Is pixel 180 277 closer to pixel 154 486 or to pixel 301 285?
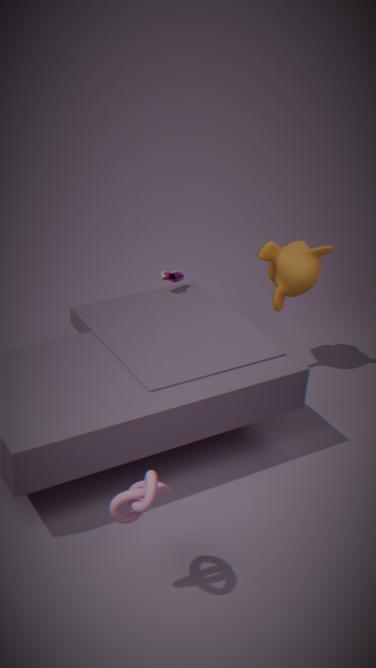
pixel 301 285
